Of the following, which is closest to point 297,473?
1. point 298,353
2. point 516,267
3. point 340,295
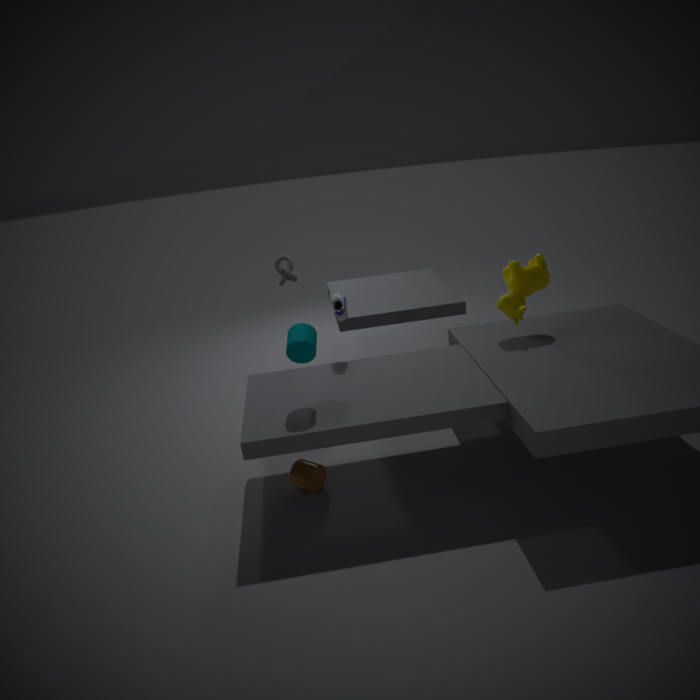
point 298,353
